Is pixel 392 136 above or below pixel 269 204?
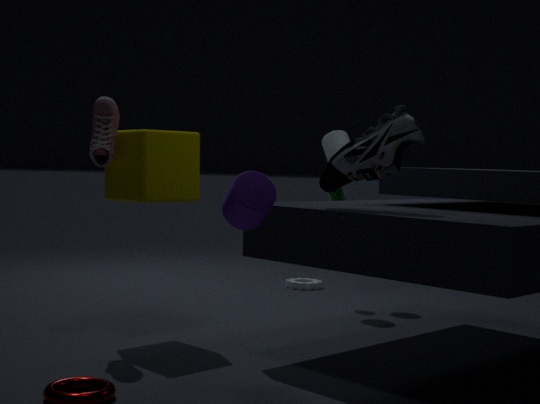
above
